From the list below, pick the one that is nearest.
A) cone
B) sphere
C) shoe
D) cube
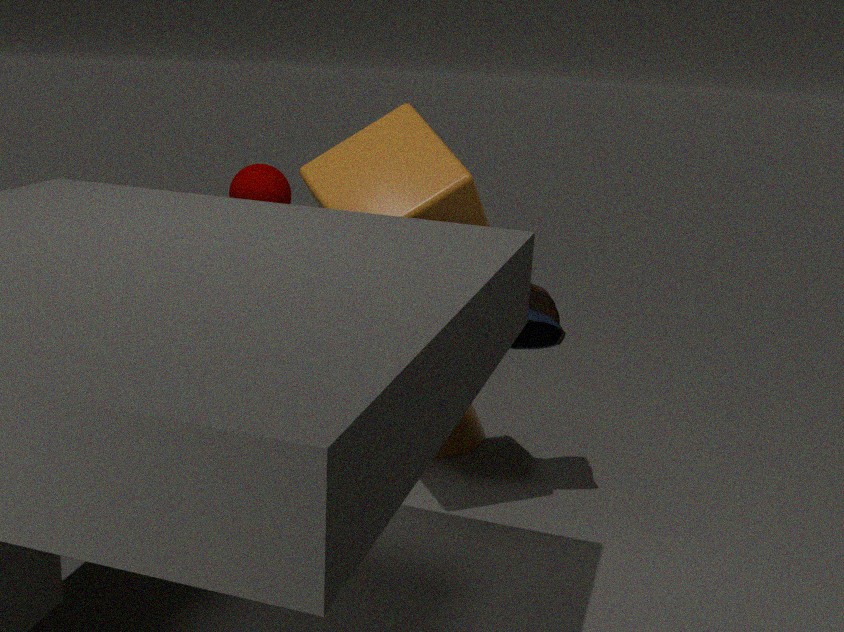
cube
